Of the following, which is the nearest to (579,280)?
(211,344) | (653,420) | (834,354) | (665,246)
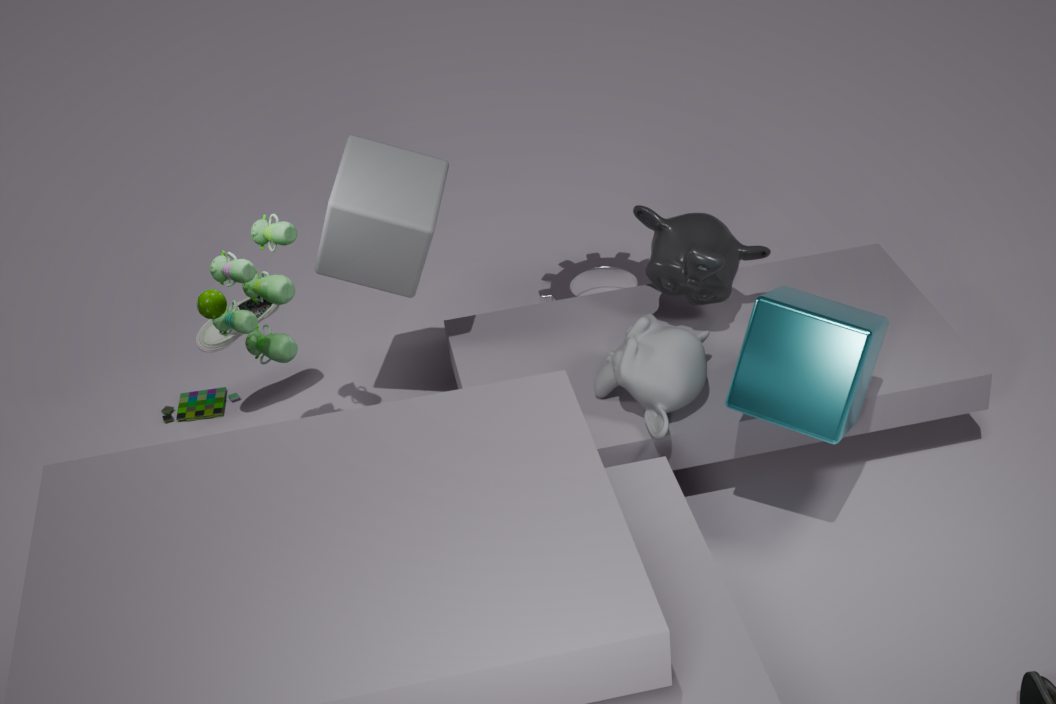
(665,246)
